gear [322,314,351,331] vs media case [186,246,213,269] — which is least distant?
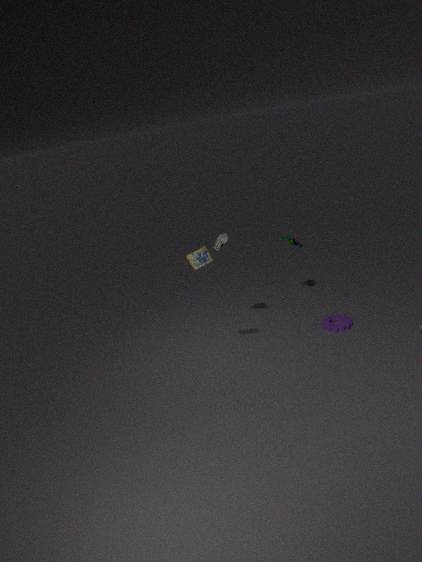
media case [186,246,213,269]
